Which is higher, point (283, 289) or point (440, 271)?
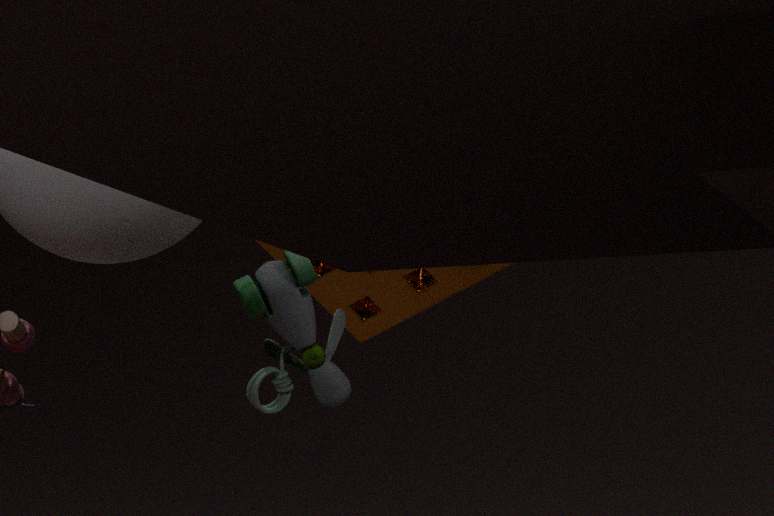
point (440, 271)
